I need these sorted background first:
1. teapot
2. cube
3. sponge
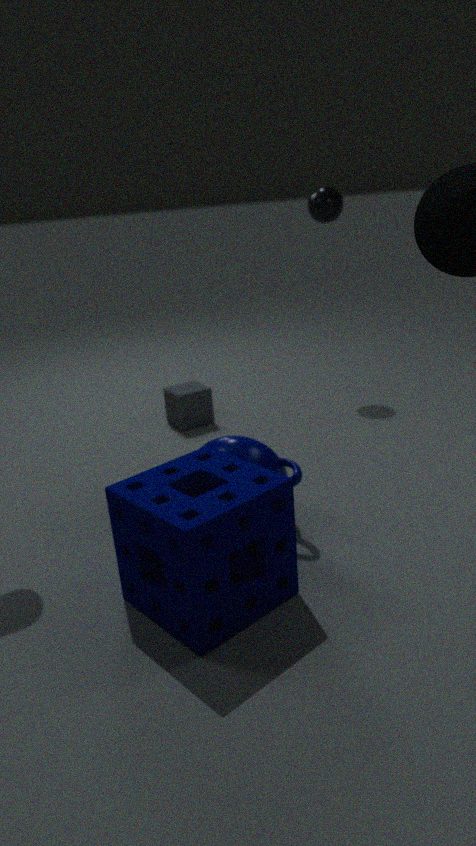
cube
teapot
sponge
